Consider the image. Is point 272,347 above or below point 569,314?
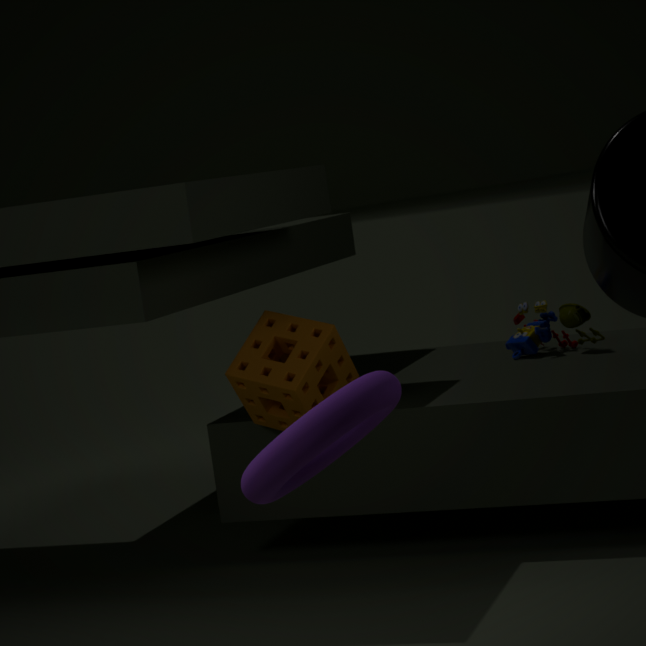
above
